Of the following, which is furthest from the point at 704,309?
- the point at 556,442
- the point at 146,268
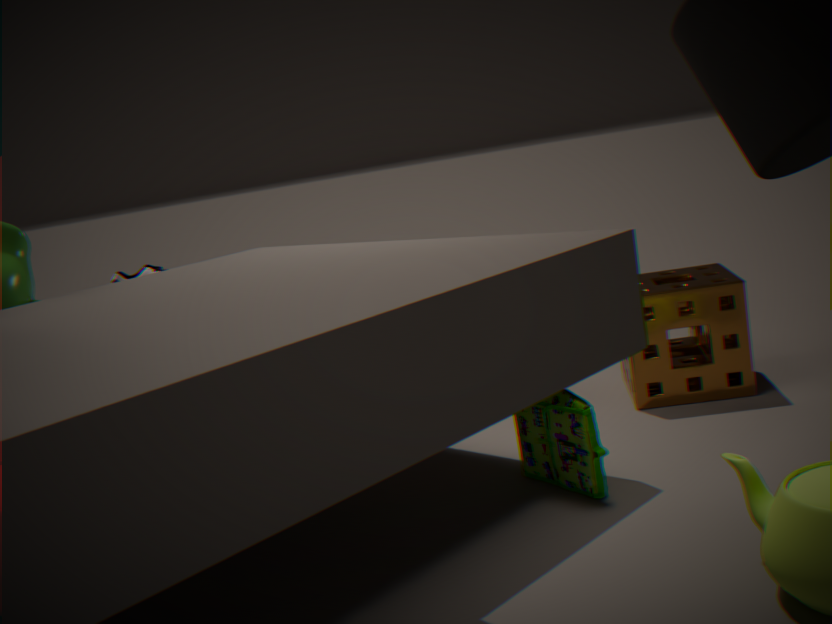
the point at 146,268
